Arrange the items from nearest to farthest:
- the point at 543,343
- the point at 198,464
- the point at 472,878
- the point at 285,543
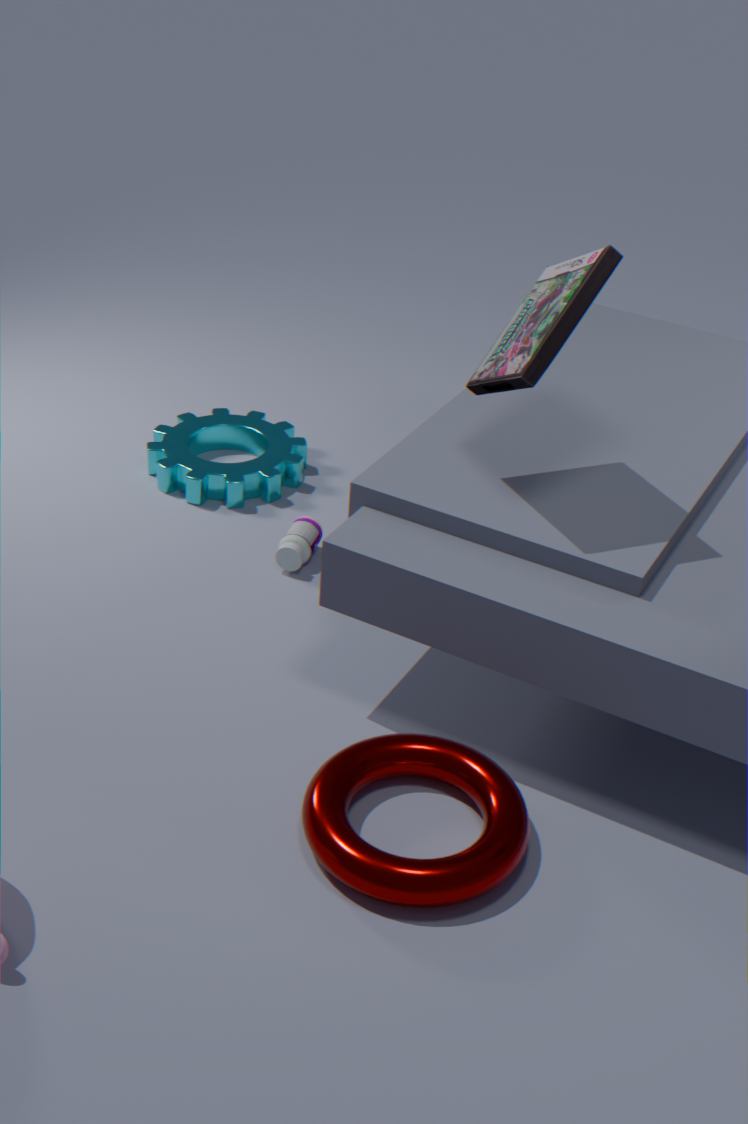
1. the point at 472,878
2. the point at 543,343
3. the point at 285,543
4. the point at 198,464
